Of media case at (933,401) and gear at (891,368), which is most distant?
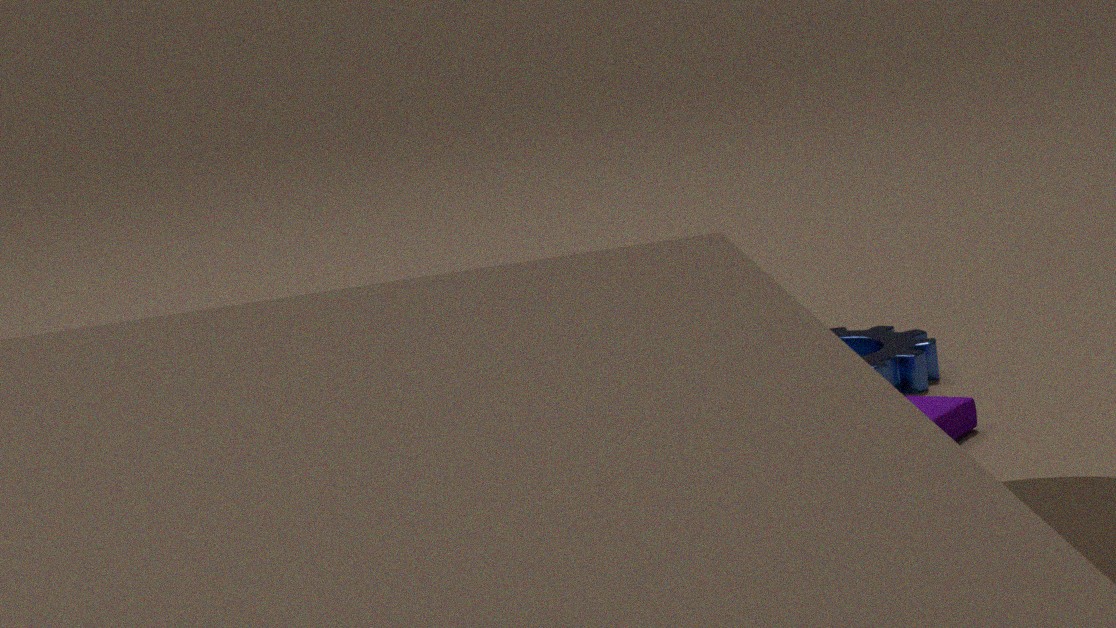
gear at (891,368)
